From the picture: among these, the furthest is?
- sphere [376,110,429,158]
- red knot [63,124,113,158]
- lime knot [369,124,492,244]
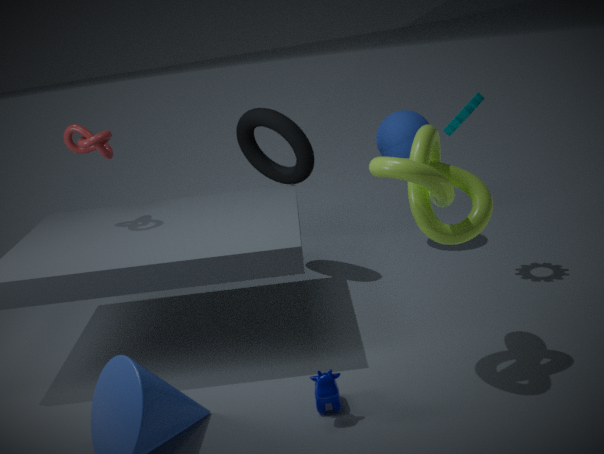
sphere [376,110,429,158]
